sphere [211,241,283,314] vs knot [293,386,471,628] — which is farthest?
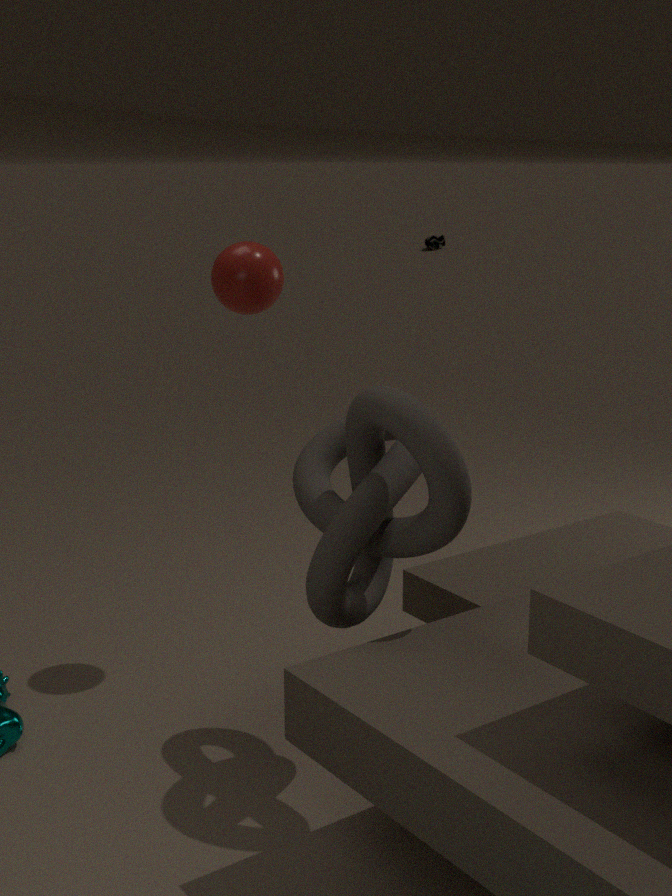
sphere [211,241,283,314]
